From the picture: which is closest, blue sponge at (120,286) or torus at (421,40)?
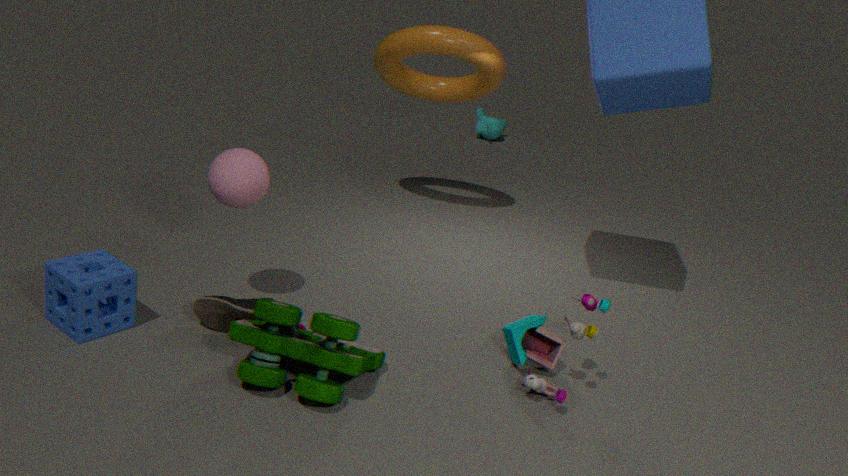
blue sponge at (120,286)
